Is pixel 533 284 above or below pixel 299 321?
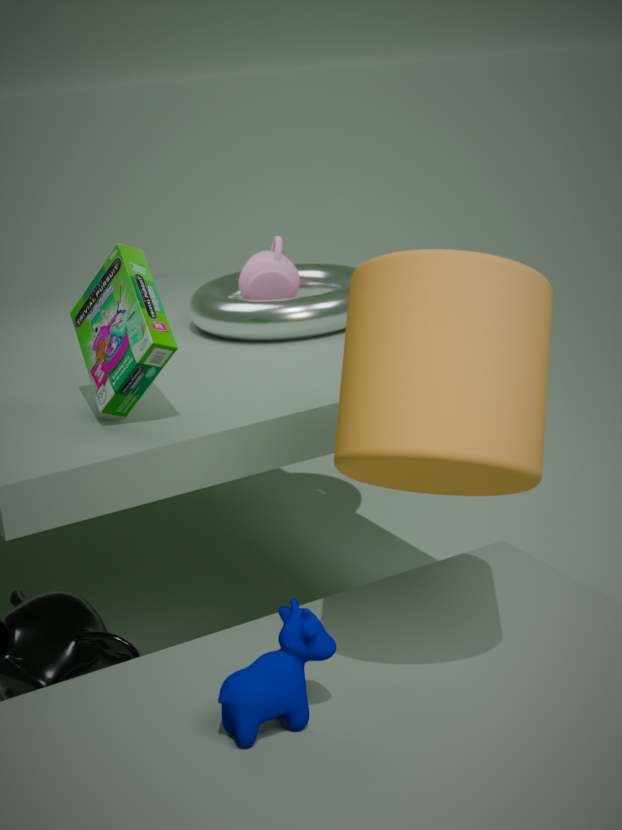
above
